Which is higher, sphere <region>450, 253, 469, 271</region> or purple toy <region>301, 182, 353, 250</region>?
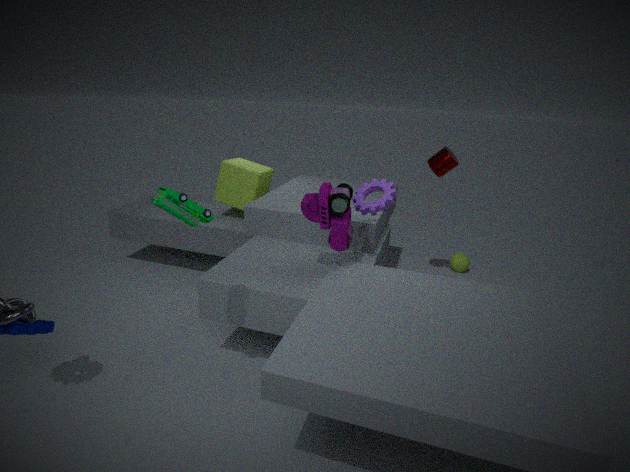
purple toy <region>301, 182, 353, 250</region>
